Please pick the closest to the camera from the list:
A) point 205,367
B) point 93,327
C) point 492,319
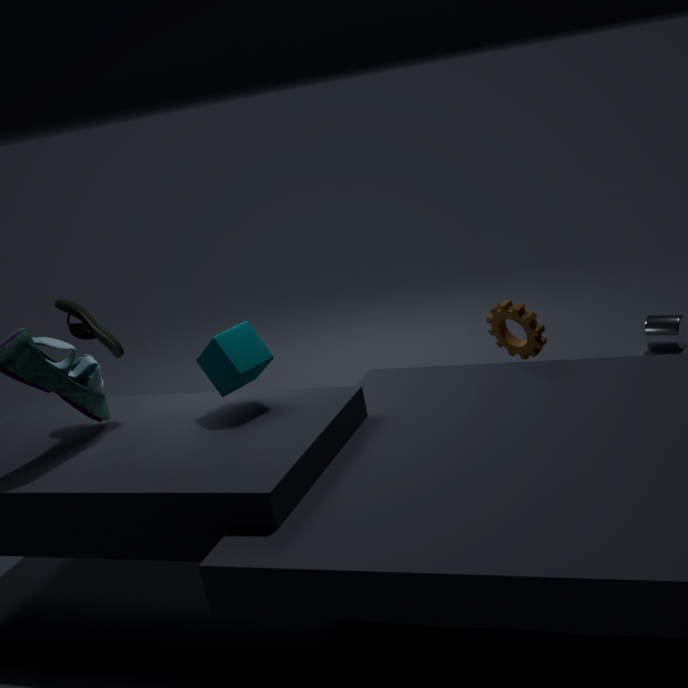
point 205,367
